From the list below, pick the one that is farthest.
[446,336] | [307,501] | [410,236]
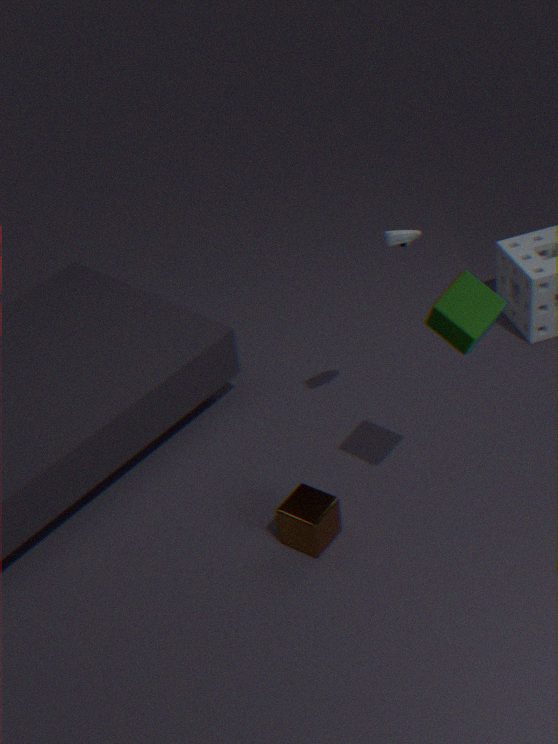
[307,501]
